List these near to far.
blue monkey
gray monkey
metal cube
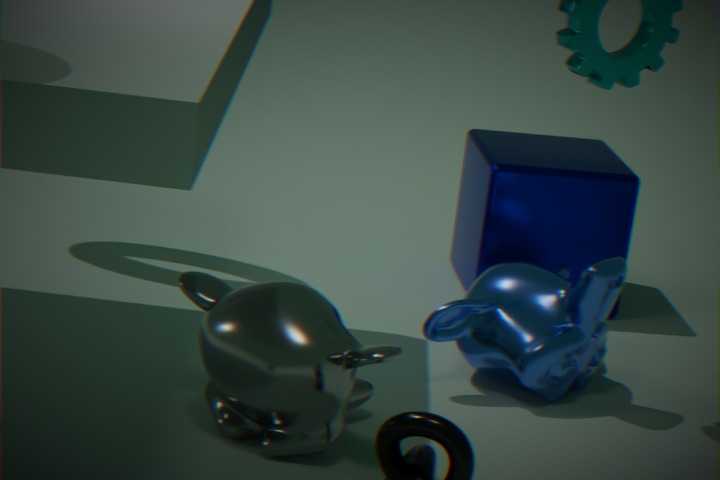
gray monkey → blue monkey → metal cube
